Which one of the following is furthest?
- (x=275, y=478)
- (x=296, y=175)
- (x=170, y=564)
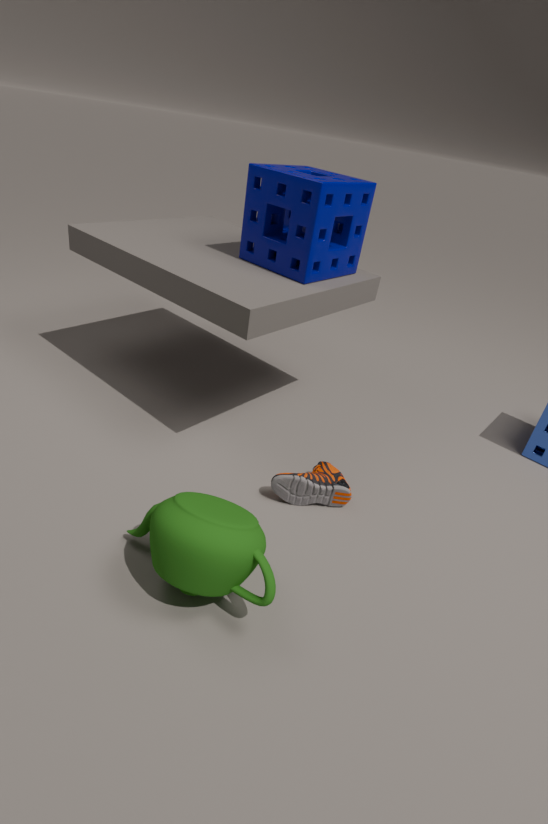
(x=275, y=478)
